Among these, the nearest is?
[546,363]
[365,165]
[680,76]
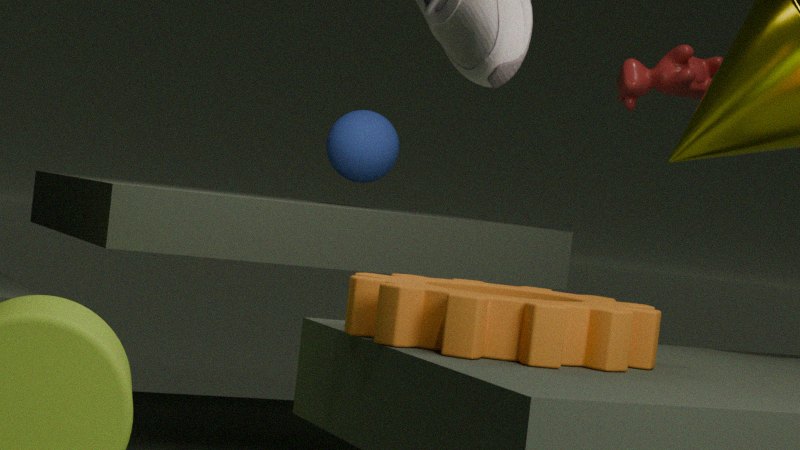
[546,363]
